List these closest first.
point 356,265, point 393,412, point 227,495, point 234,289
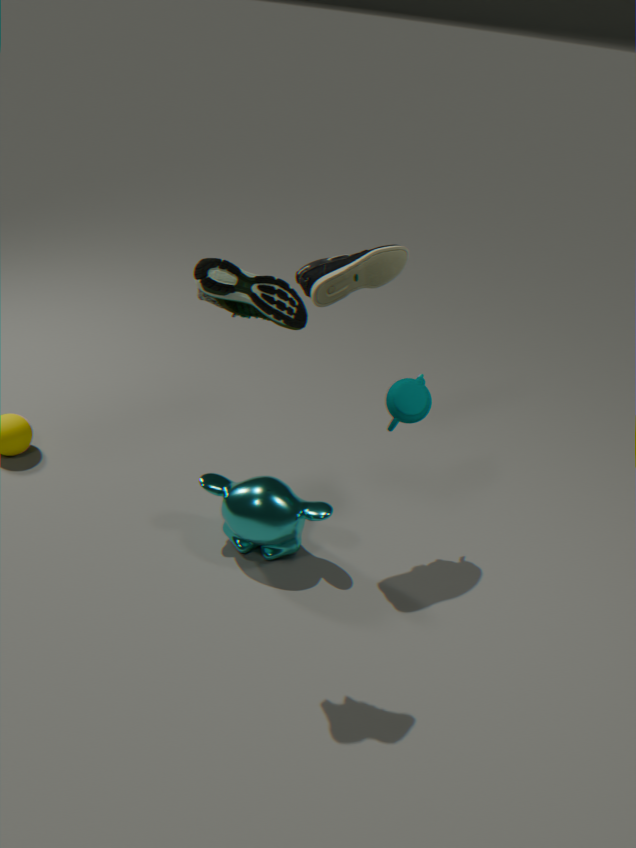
point 234,289
point 356,265
point 393,412
point 227,495
